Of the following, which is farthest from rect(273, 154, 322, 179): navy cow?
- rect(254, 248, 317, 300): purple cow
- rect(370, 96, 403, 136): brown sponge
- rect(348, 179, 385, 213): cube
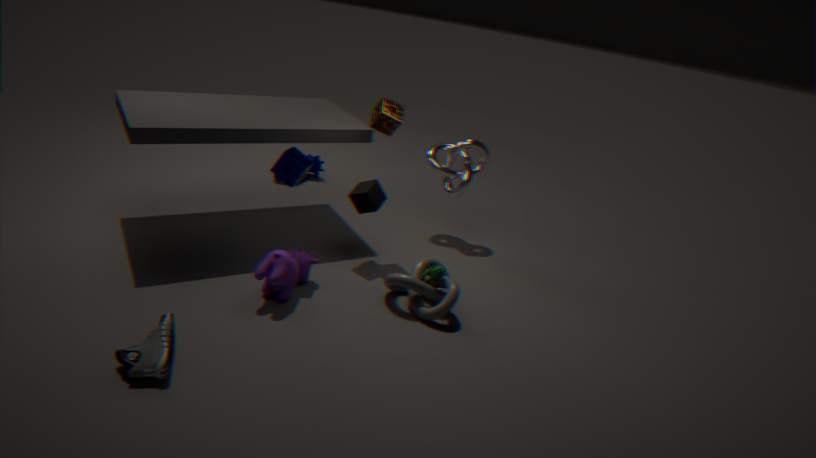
rect(254, 248, 317, 300): purple cow
